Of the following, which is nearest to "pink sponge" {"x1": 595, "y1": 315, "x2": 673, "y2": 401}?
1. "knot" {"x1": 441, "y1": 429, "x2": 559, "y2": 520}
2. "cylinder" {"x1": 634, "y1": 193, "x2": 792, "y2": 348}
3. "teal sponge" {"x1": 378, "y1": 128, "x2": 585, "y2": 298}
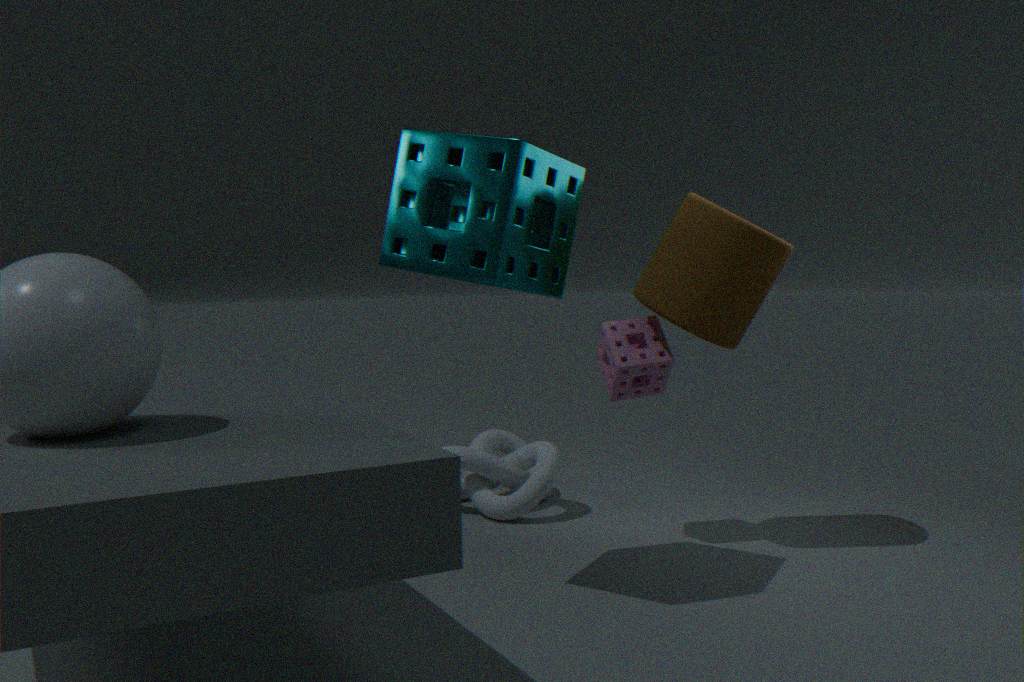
"cylinder" {"x1": 634, "y1": 193, "x2": 792, "y2": 348}
